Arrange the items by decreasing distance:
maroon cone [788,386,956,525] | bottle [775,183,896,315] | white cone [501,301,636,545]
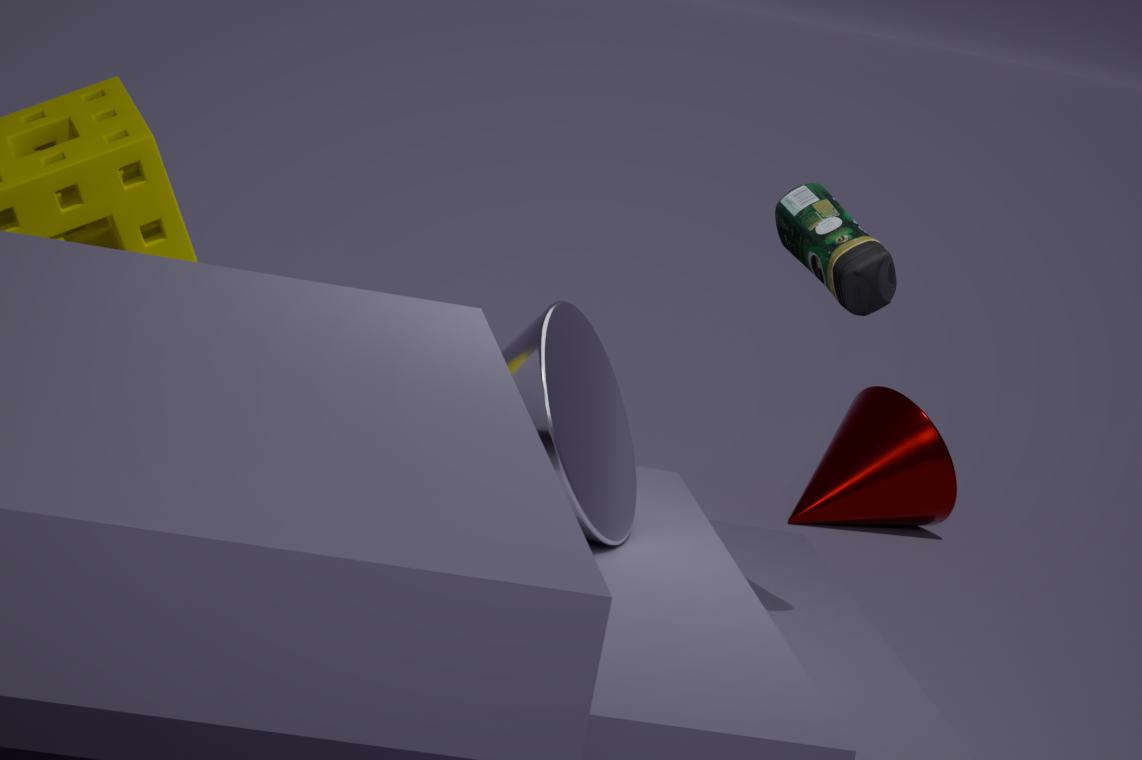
maroon cone [788,386,956,525], bottle [775,183,896,315], white cone [501,301,636,545]
